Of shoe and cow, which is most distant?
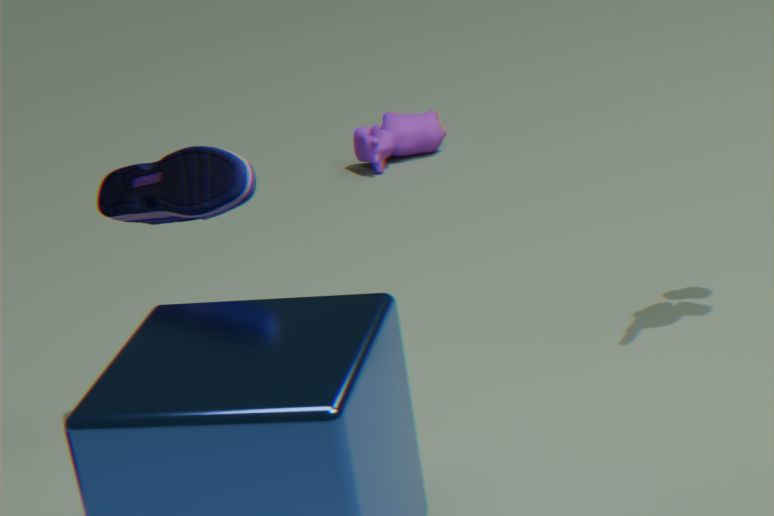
cow
